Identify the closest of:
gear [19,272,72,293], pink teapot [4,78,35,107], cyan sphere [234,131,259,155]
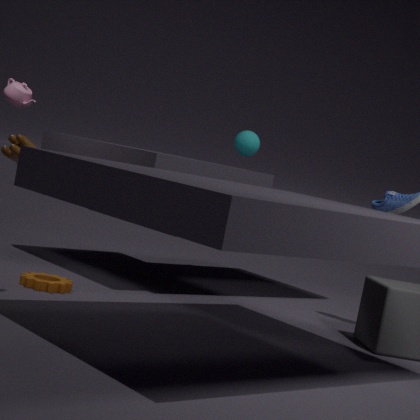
gear [19,272,72,293]
